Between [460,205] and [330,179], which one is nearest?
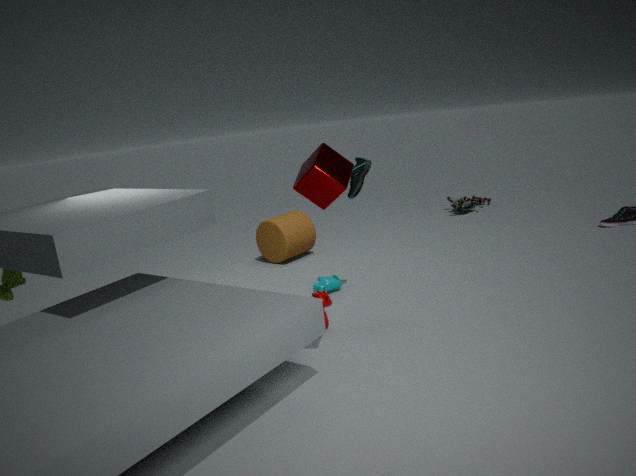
[330,179]
